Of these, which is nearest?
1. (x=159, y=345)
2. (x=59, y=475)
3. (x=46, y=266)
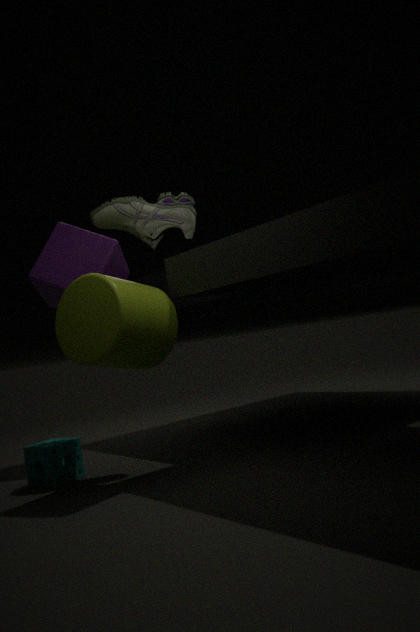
(x=159, y=345)
